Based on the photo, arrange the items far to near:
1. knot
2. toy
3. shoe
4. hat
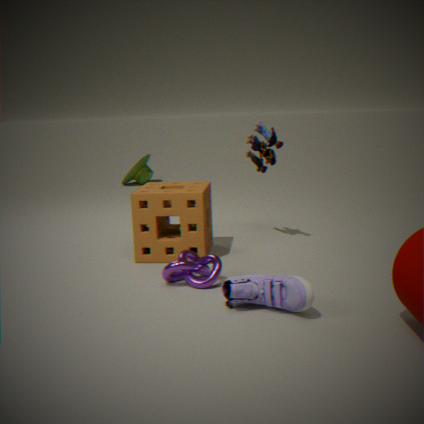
1. hat
2. toy
3. knot
4. shoe
